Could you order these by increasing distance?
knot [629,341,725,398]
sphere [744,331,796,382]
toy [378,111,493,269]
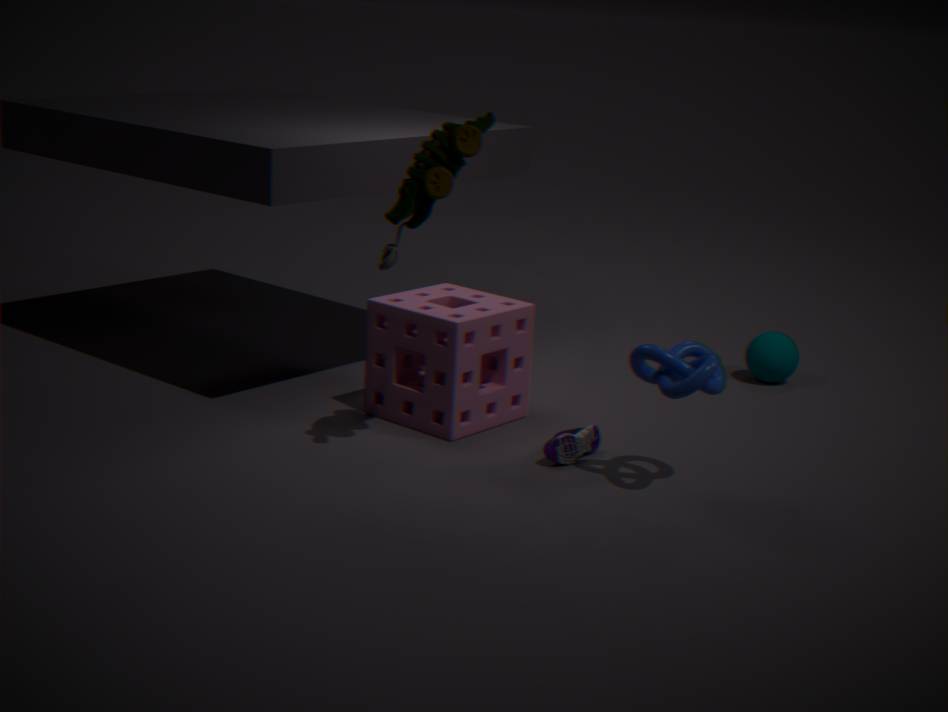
toy [378,111,493,269]
knot [629,341,725,398]
sphere [744,331,796,382]
